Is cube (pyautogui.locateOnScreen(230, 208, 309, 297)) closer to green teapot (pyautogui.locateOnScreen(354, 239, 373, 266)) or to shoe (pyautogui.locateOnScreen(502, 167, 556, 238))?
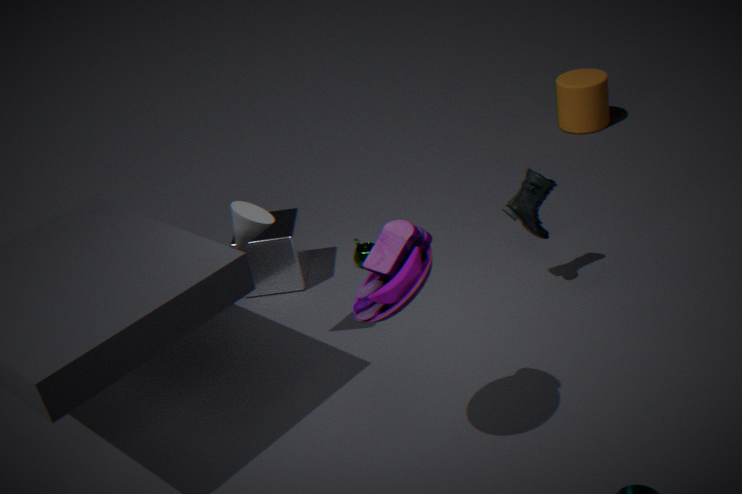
green teapot (pyautogui.locateOnScreen(354, 239, 373, 266))
